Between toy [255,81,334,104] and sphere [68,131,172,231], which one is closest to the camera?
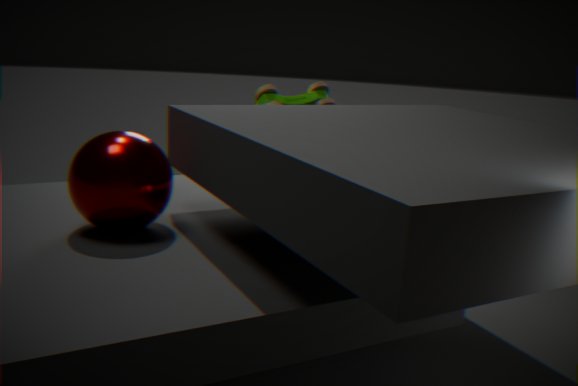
sphere [68,131,172,231]
